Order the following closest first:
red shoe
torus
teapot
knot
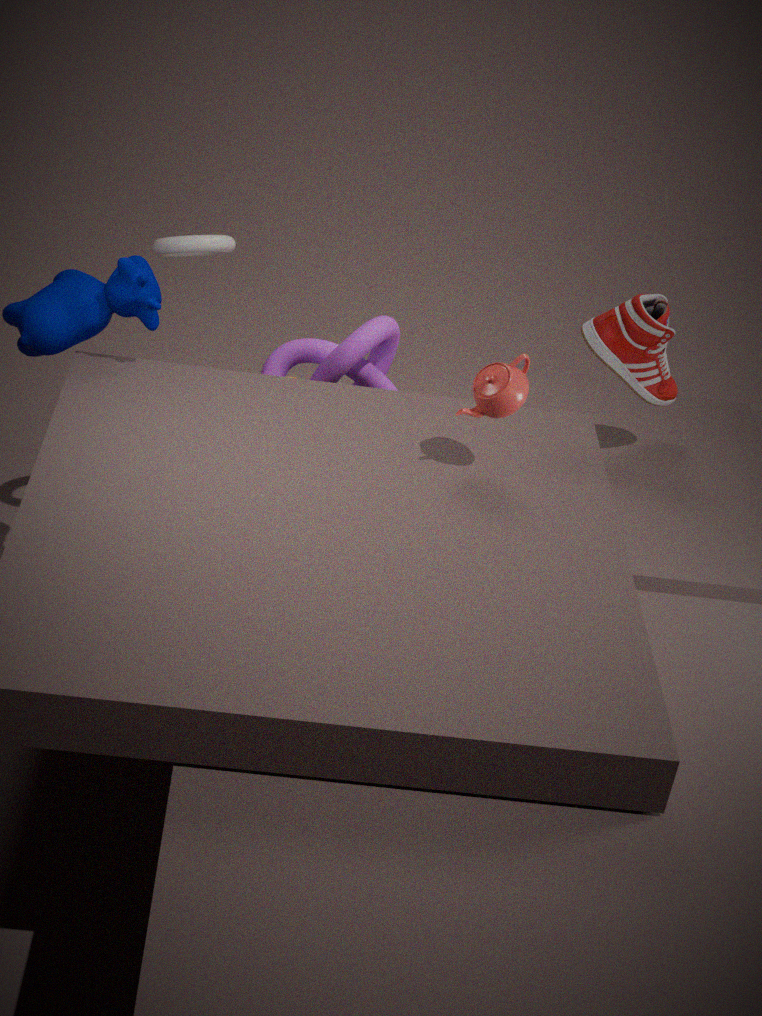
teapot → torus → knot → red shoe
